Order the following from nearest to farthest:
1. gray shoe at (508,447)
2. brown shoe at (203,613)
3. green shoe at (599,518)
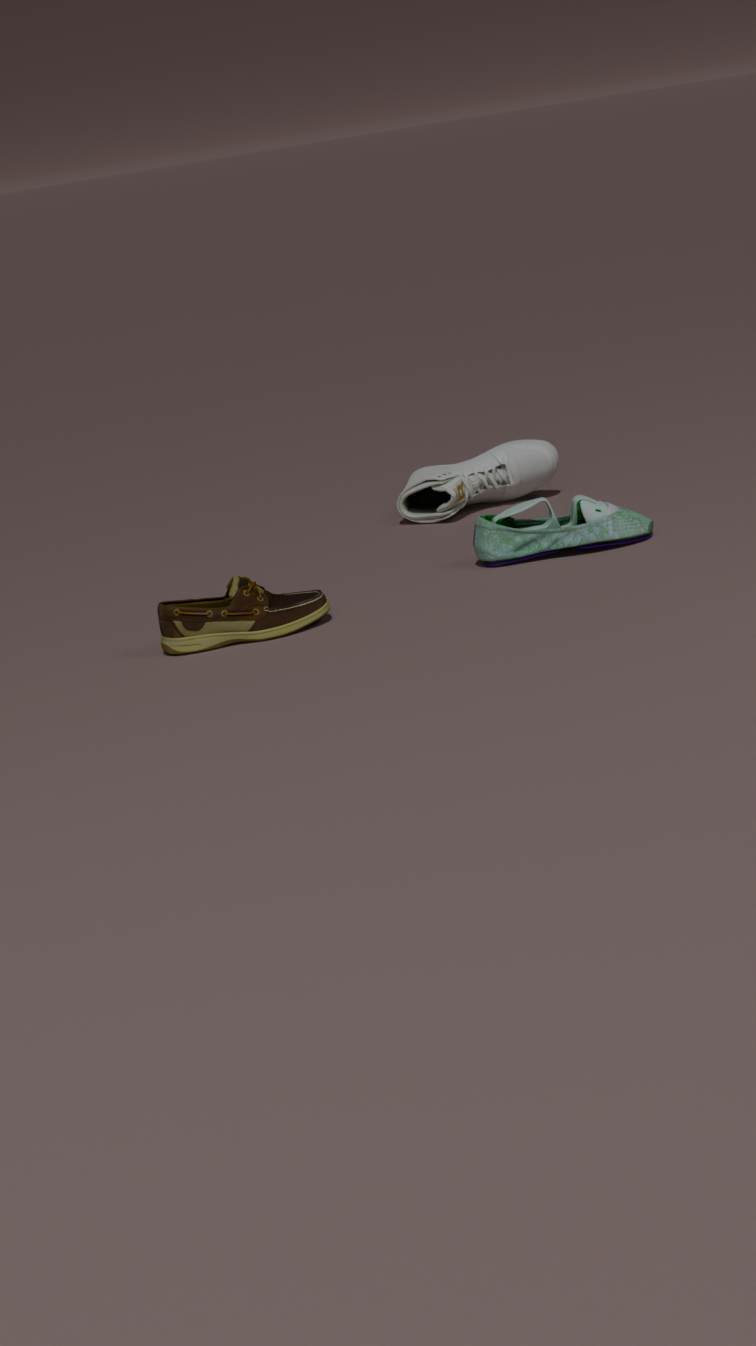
brown shoe at (203,613) → green shoe at (599,518) → gray shoe at (508,447)
